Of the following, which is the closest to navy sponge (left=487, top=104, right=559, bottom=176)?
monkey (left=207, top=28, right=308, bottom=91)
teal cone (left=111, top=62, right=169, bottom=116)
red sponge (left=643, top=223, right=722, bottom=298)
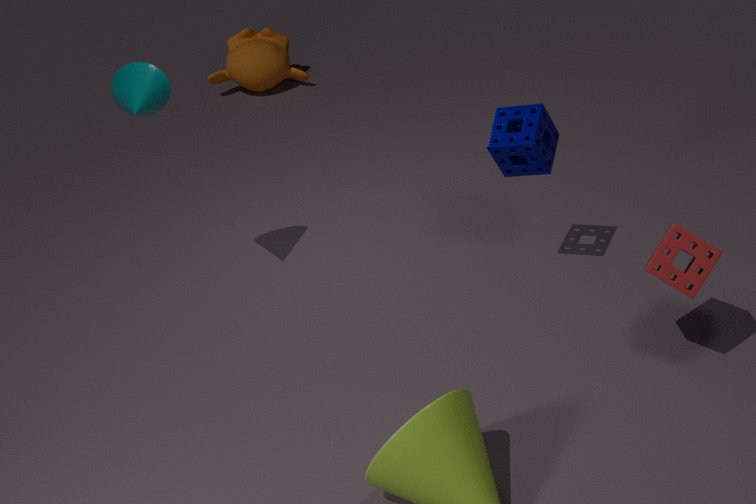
red sponge (left=643, top=223, right=722, bottom=298)
